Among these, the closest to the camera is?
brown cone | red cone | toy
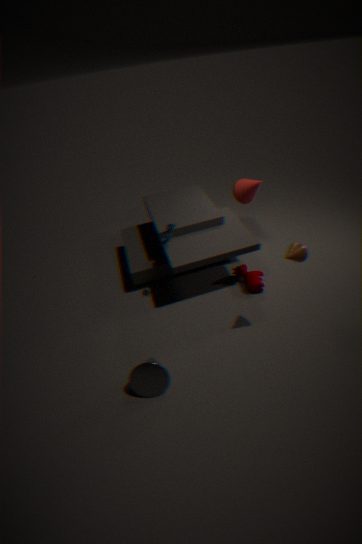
brown cone
